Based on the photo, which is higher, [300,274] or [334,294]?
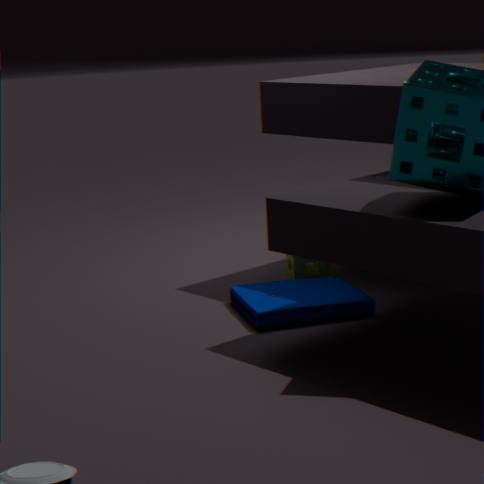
[300,274]
